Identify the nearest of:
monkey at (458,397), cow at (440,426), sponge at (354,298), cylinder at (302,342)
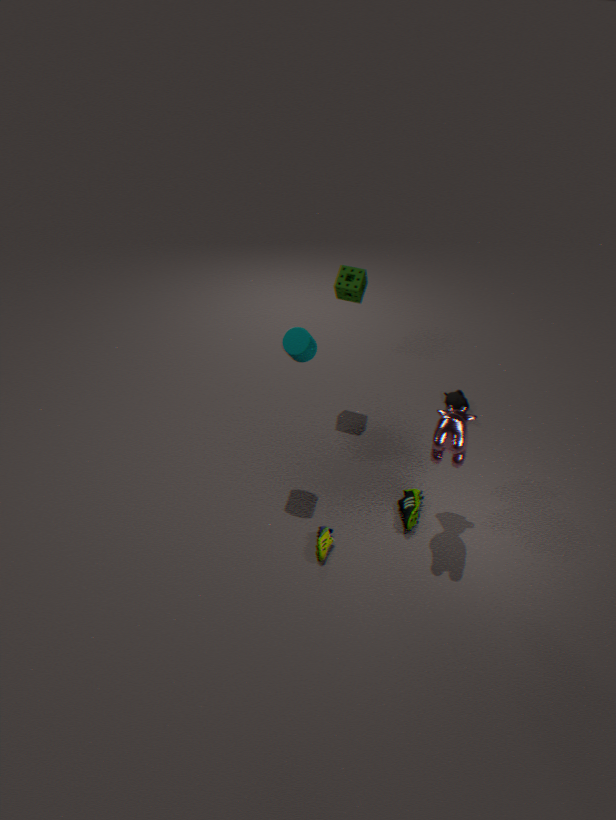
cow at (440,426)
